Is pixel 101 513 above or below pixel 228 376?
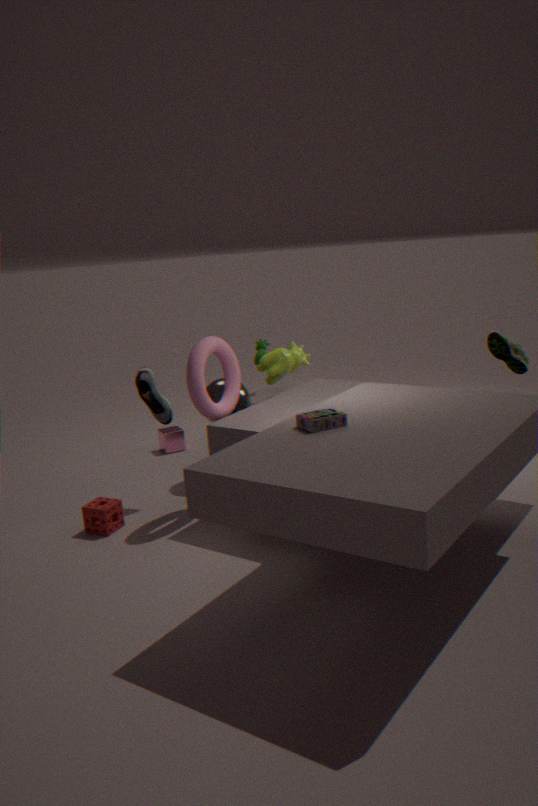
below
